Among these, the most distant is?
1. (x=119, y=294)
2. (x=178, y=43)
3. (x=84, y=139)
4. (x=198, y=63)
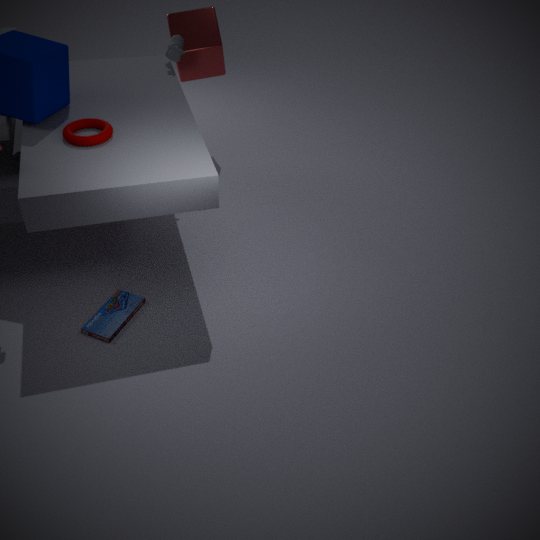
(x=198, y=63)
